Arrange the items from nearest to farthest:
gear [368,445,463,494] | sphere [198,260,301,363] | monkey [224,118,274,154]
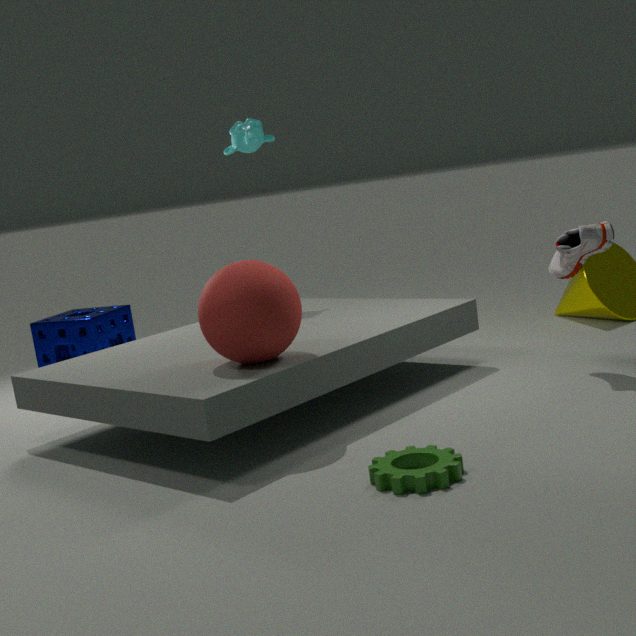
gear [368,445,463,494] → sphere [198,260,301,363] → monkey [224,118,274,154]
